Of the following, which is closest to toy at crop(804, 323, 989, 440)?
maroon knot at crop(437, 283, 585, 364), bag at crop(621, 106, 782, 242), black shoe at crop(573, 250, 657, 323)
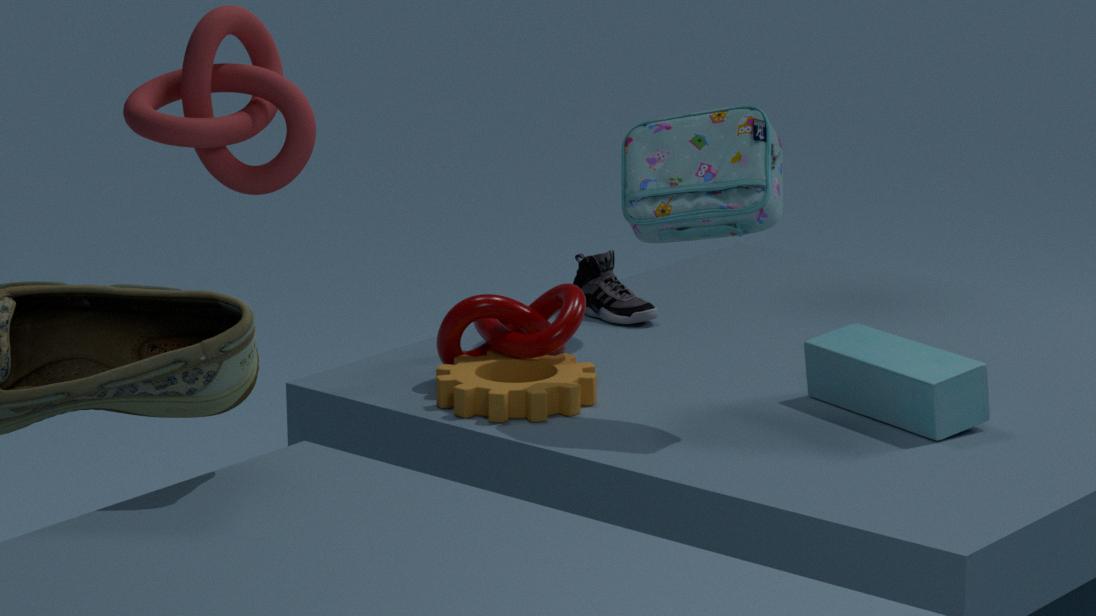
bag at crop(621, 106, 782, 242)
